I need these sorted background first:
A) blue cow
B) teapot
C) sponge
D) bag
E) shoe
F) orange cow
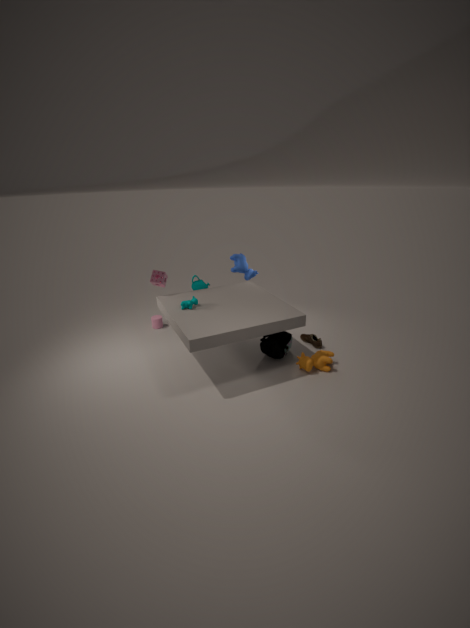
blue cow, teapot, shoe, sponge, bag, orange cow
